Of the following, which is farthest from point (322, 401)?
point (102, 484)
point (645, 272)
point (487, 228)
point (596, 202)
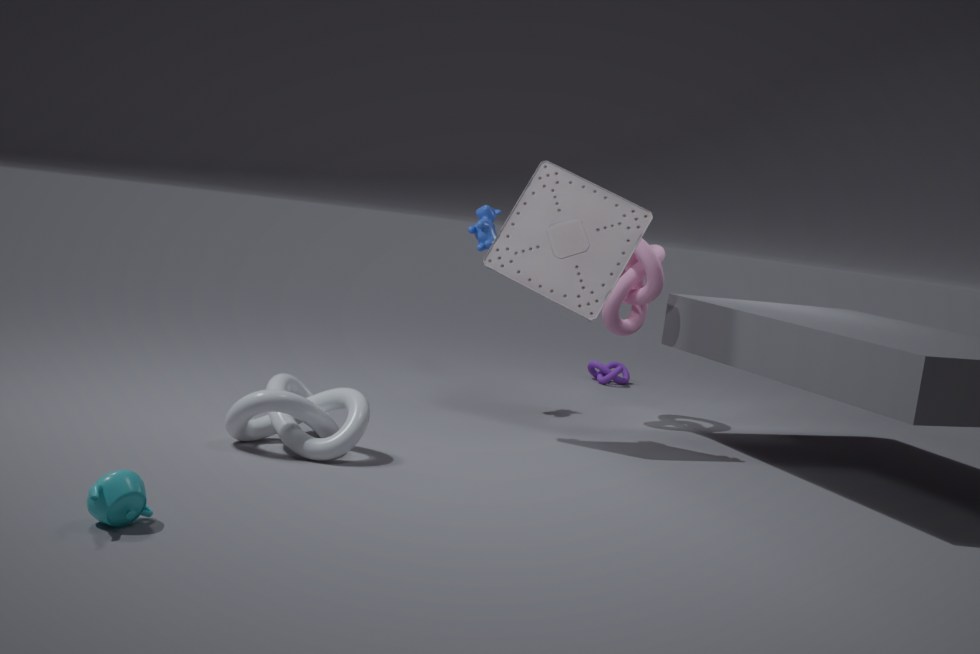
point (645, 272)
